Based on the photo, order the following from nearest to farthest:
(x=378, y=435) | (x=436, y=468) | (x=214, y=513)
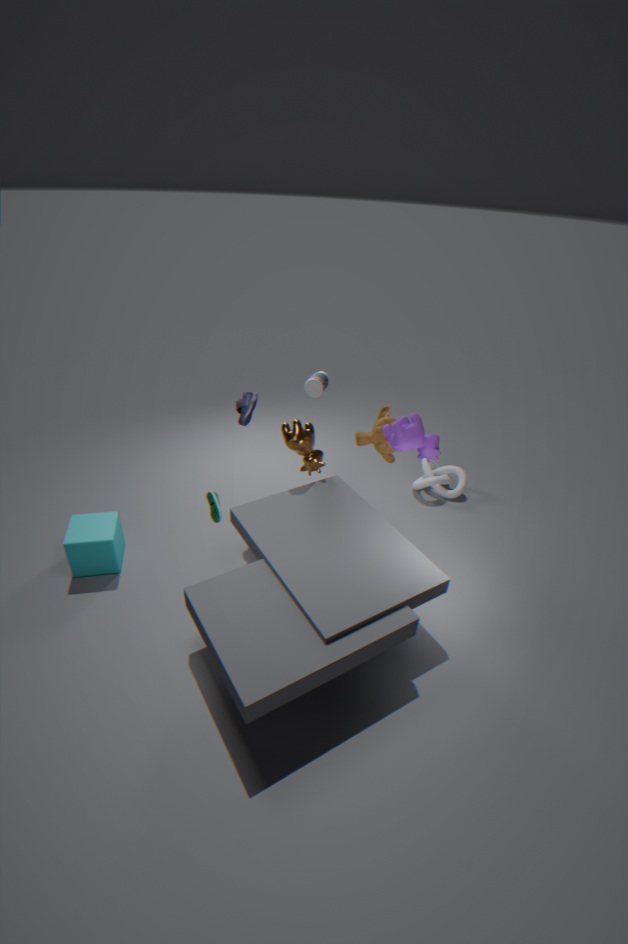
1. (x=214, y=513)
2. (x=378, y=435)
3. (x=436, y=468)
